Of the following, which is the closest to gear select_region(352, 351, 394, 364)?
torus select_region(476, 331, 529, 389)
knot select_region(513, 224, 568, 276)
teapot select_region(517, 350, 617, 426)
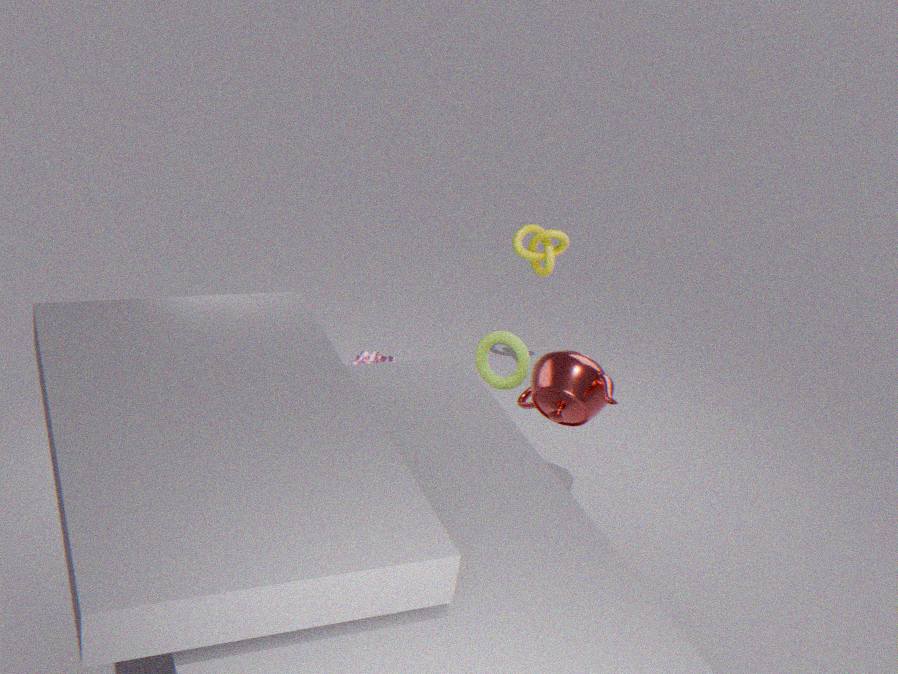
torus select_region(476, 331, 529, 389)
